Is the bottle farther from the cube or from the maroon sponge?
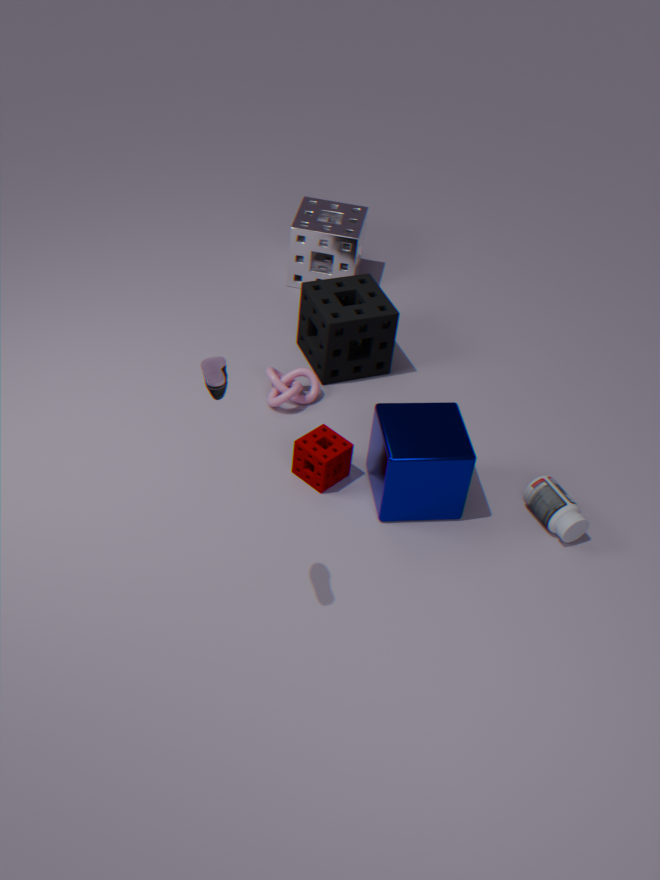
the maroon sponge
